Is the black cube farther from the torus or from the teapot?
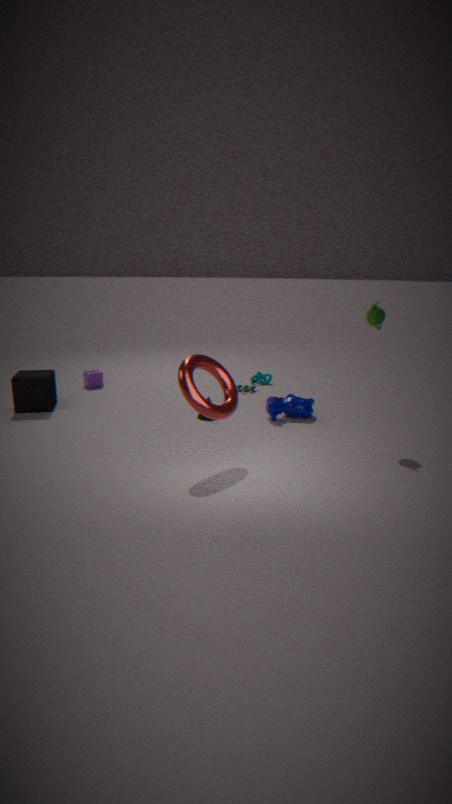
the teapot
